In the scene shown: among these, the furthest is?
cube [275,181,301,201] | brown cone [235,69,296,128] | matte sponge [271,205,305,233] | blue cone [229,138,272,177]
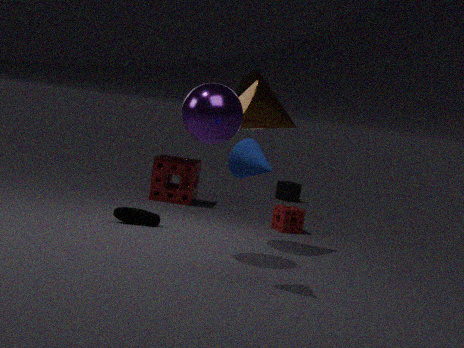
cube [275,181,301,201]
